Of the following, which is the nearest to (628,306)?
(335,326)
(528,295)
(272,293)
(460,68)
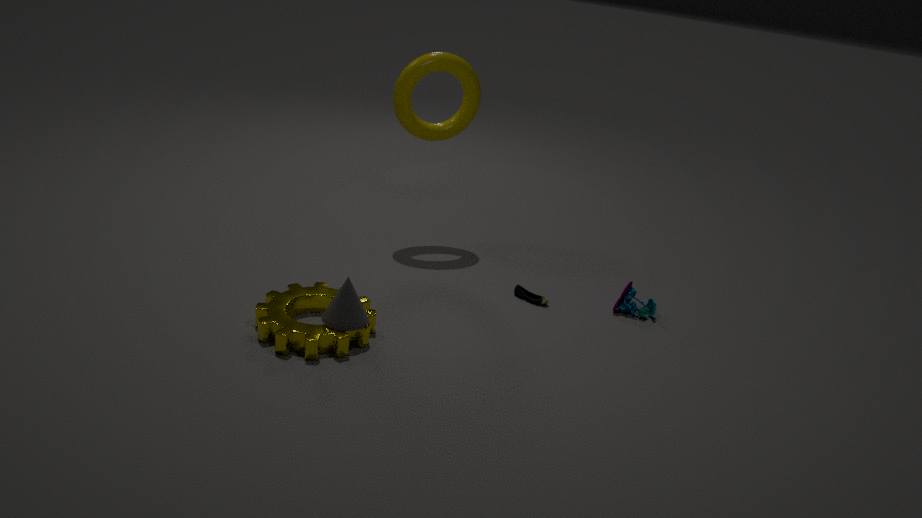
(528,295)
